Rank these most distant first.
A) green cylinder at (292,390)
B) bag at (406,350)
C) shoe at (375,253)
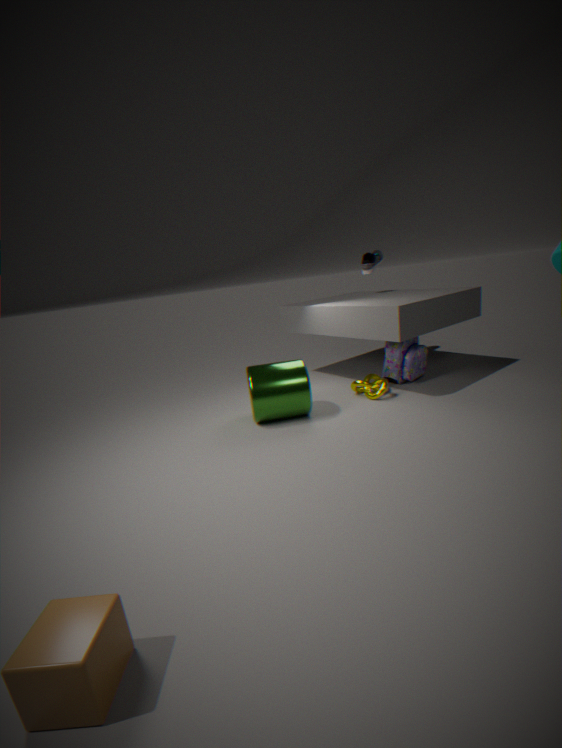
shoe at (375,253) → bag at (406,350) → green cylinder at (292,390)
